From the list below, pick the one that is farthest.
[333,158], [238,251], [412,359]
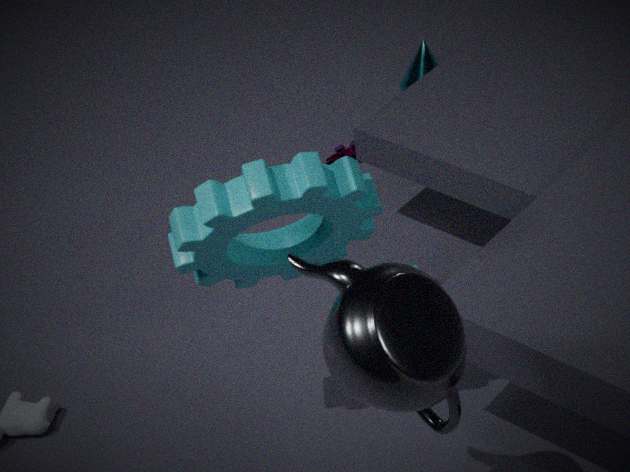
[333,158]
